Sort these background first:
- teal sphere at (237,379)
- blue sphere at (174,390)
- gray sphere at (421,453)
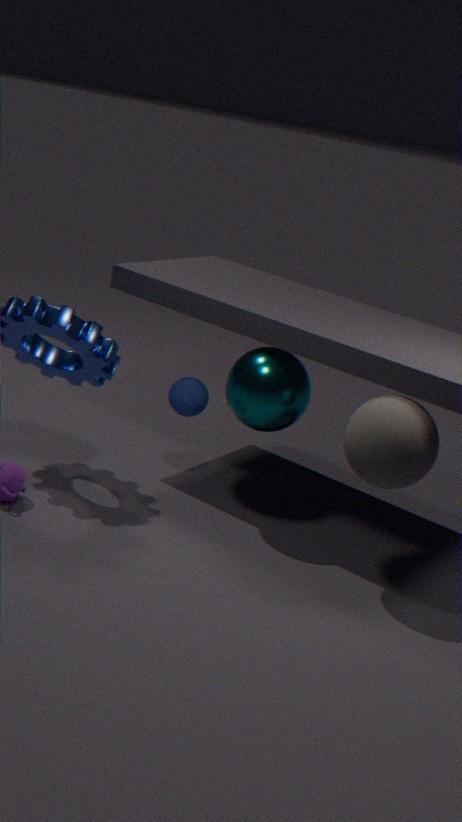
blue sphere at (174,390)
teal sphere at (237,379)
gray sphere at (421,453)
